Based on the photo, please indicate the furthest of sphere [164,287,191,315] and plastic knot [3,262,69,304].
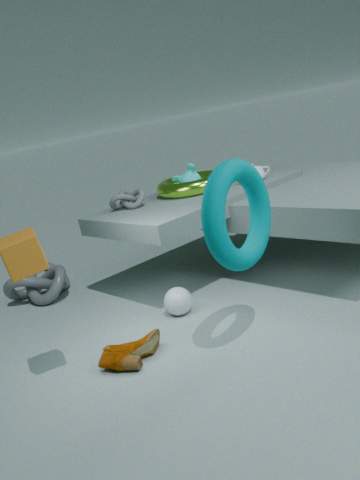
plastic knot [3,262,69,304]
